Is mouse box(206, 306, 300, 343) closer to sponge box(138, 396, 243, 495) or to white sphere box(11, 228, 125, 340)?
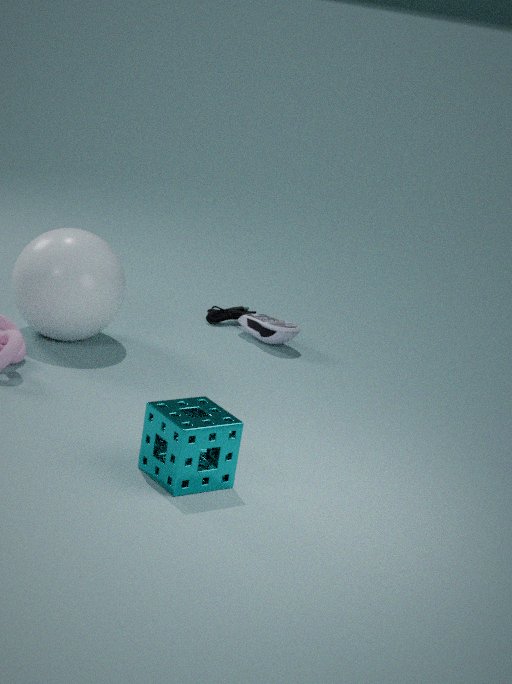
white sphere box(11, 228, 125, 340)
